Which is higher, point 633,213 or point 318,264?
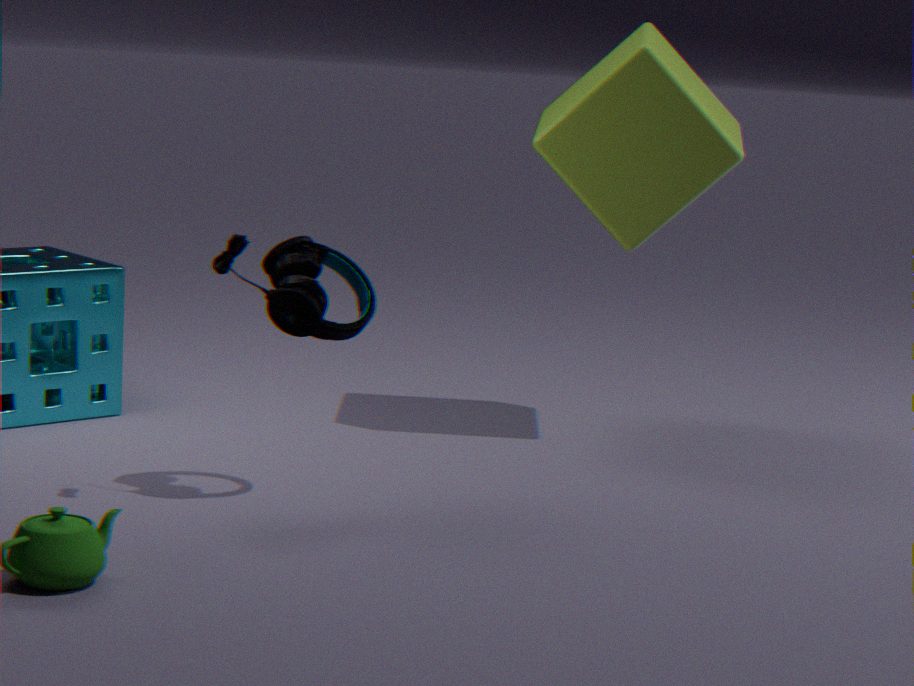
point 633,213
